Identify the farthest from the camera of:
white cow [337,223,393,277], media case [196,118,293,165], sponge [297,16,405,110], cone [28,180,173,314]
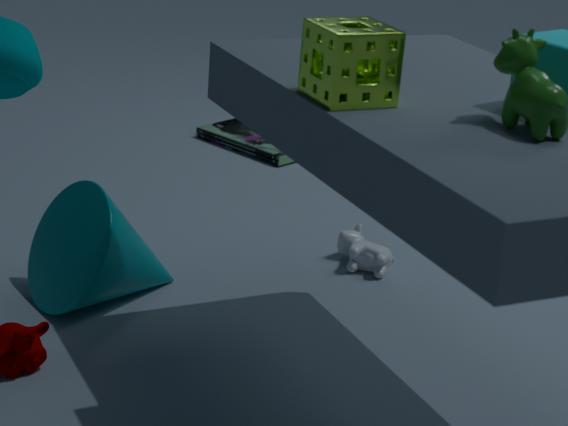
media case [196,118,293,165]
